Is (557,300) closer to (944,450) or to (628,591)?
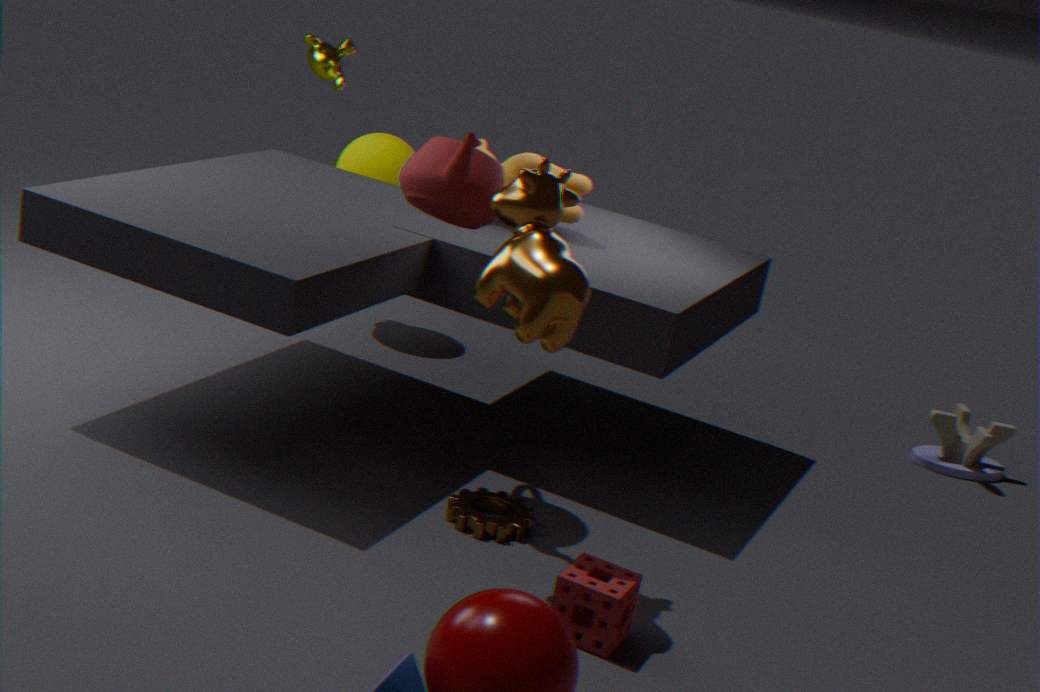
(628,591)
